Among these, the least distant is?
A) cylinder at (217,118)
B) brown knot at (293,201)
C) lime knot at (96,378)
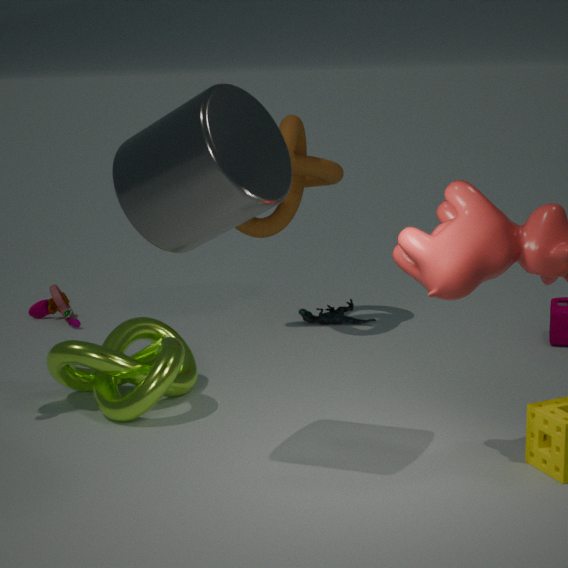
cylinder at (217,118)
